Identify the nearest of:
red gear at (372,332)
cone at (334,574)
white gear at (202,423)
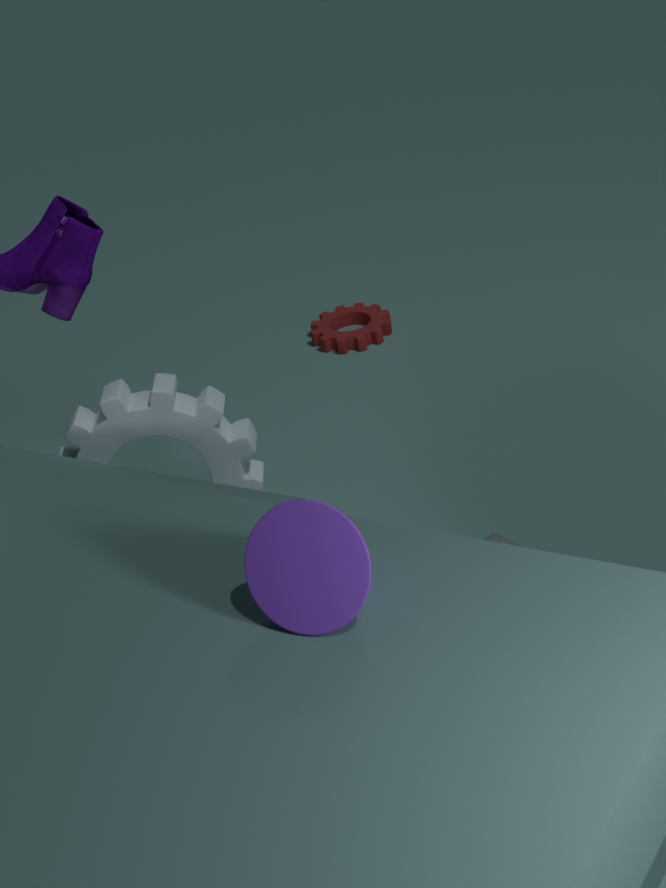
cone at (334,574)
